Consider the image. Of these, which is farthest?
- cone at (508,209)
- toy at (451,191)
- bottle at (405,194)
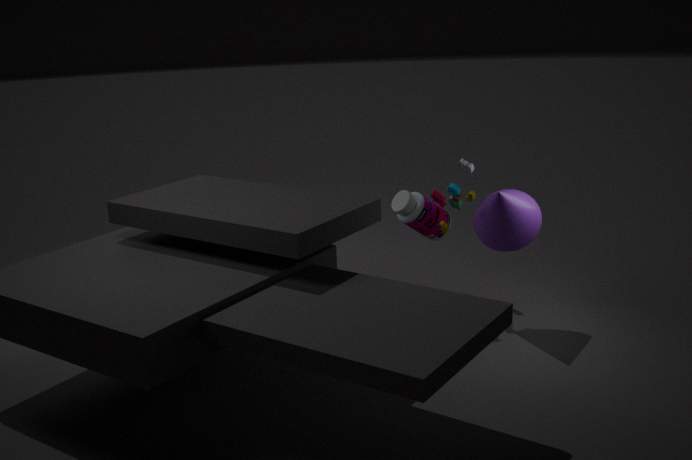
bottle at (405,194)
